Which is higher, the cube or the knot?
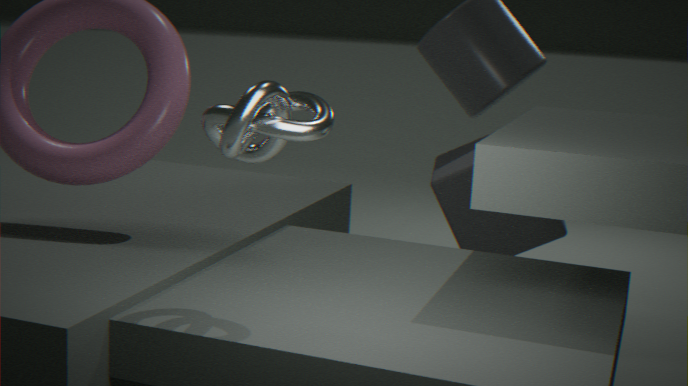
the knot
